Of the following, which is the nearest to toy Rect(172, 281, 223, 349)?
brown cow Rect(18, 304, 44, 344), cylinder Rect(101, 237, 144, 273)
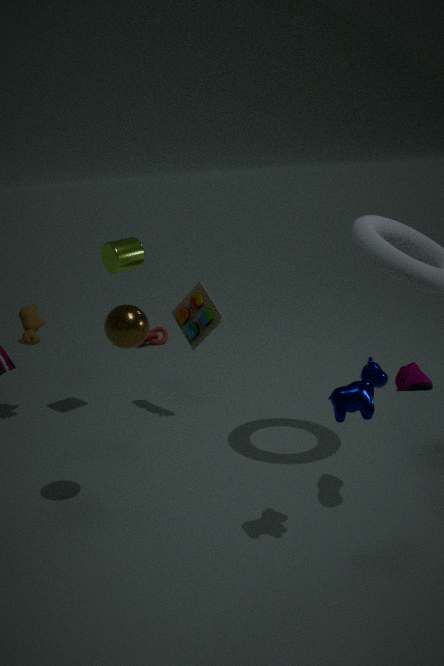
cylinder Rect(101, 237, 144, 273)
